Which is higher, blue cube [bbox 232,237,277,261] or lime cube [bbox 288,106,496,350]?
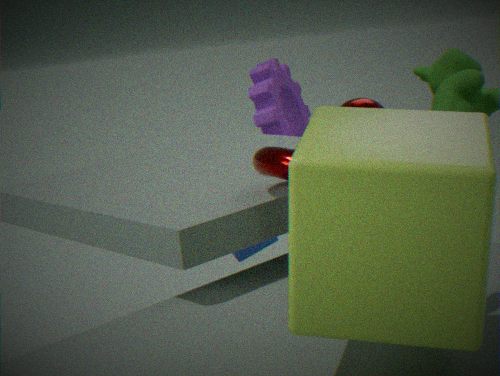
lime cube [bbox 288,106,496,350]
